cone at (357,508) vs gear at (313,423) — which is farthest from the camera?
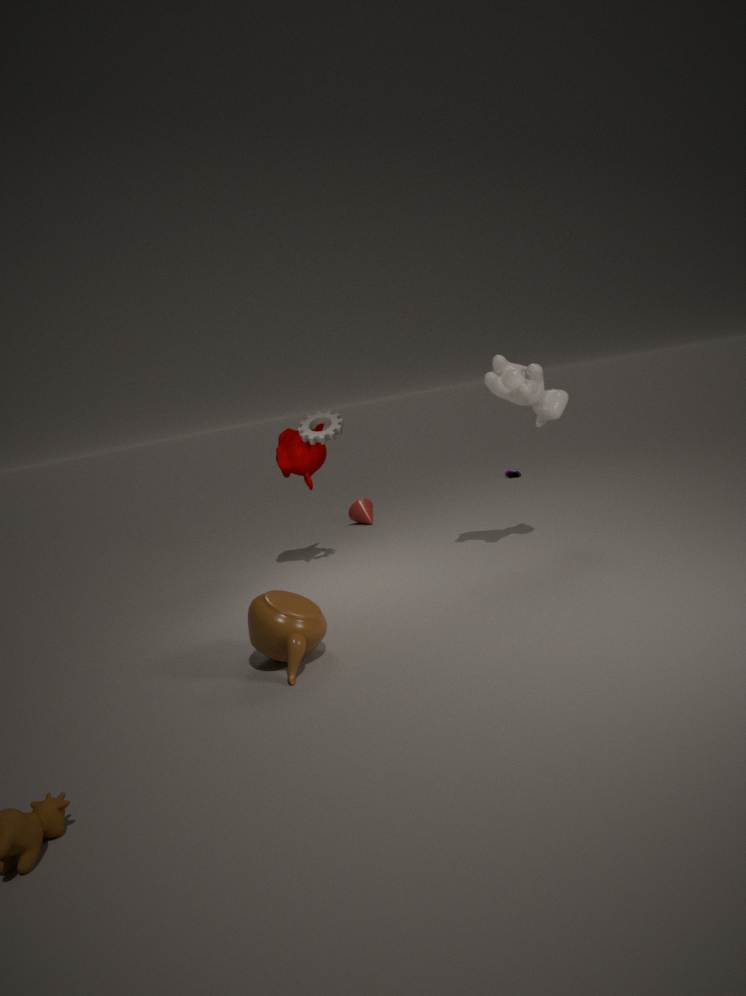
cone at (357,508)
